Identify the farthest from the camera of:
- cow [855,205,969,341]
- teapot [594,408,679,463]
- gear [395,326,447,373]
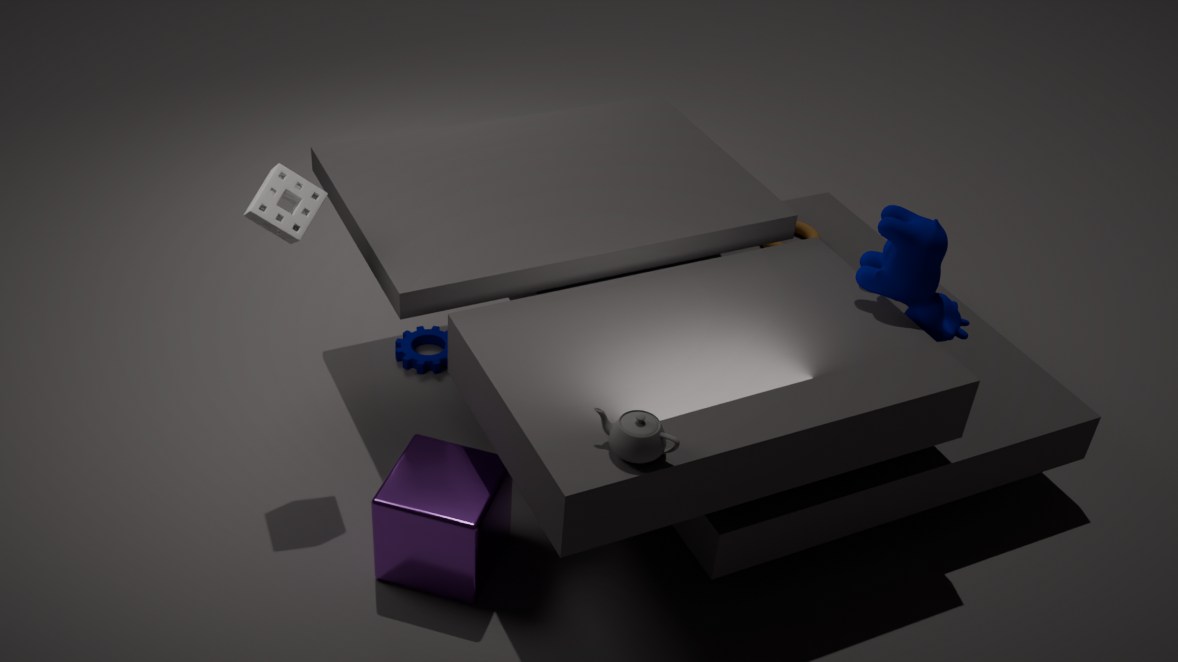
gear [395,326,447,373]
